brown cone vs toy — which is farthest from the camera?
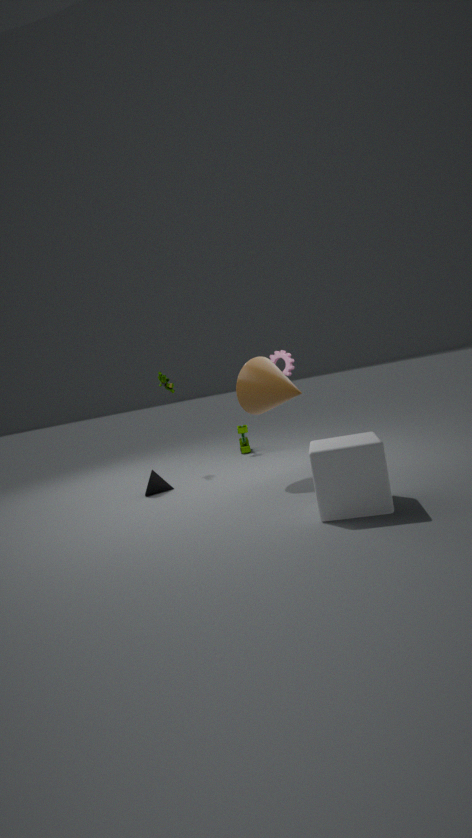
toy
